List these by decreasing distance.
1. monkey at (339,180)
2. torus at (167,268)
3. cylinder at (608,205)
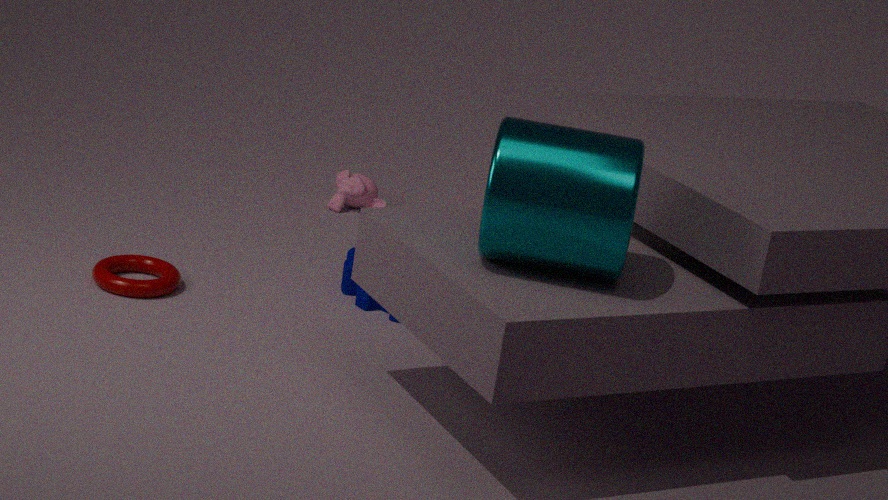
monkey at (339,180), torus at (167,268), cylinder at (608,205)
